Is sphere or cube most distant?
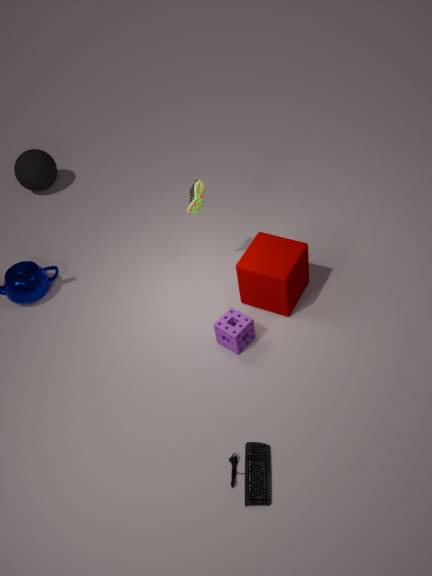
sphere
